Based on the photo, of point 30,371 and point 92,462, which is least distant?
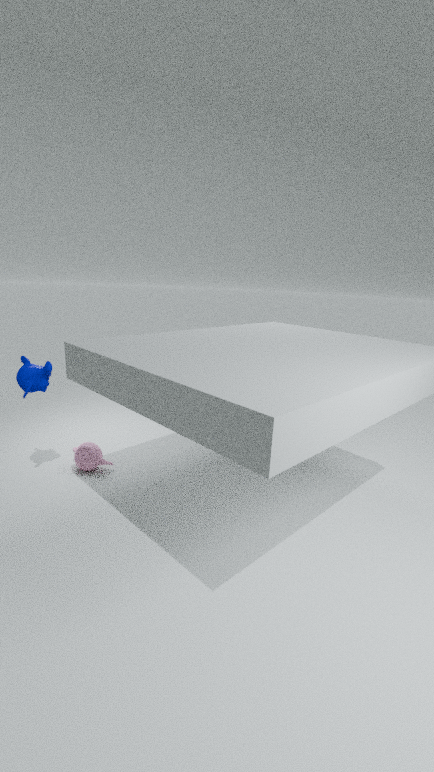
point 30,371
